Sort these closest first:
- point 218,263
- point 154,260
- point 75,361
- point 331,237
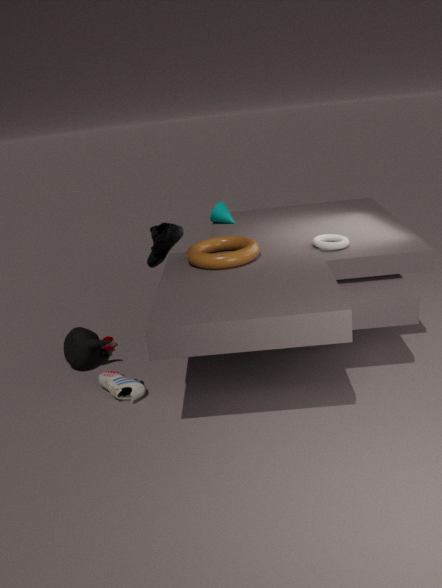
1. point 218,263
2. point 331,237
3. point 75,361
4. point 154,260
